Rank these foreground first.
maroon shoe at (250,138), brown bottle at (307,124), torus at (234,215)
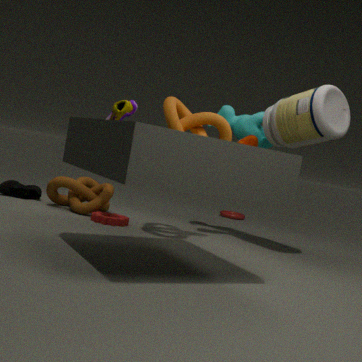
brown bottle at (307,124)
maroon shoe at (250,138)
torus at (234,215)
